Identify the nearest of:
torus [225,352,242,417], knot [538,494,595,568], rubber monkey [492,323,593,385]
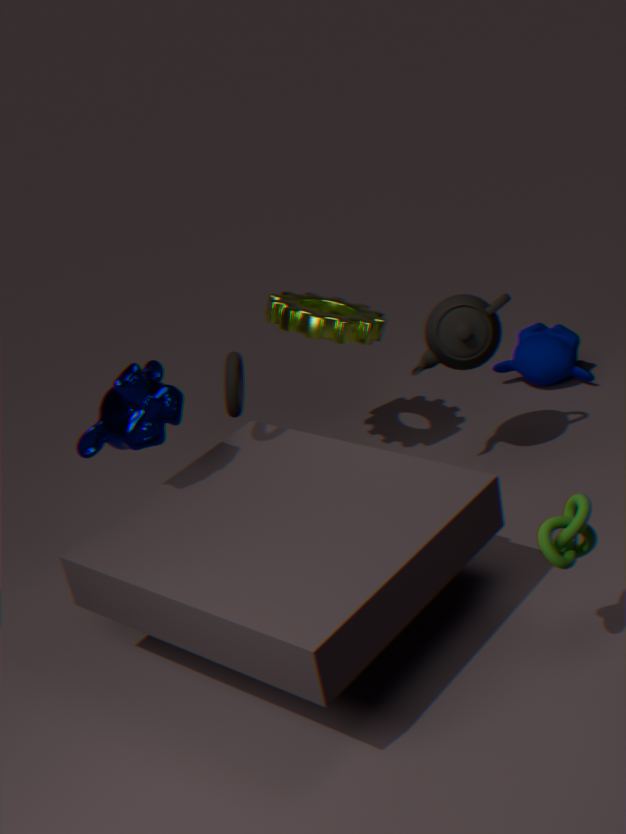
knot [538,494,595,568]
